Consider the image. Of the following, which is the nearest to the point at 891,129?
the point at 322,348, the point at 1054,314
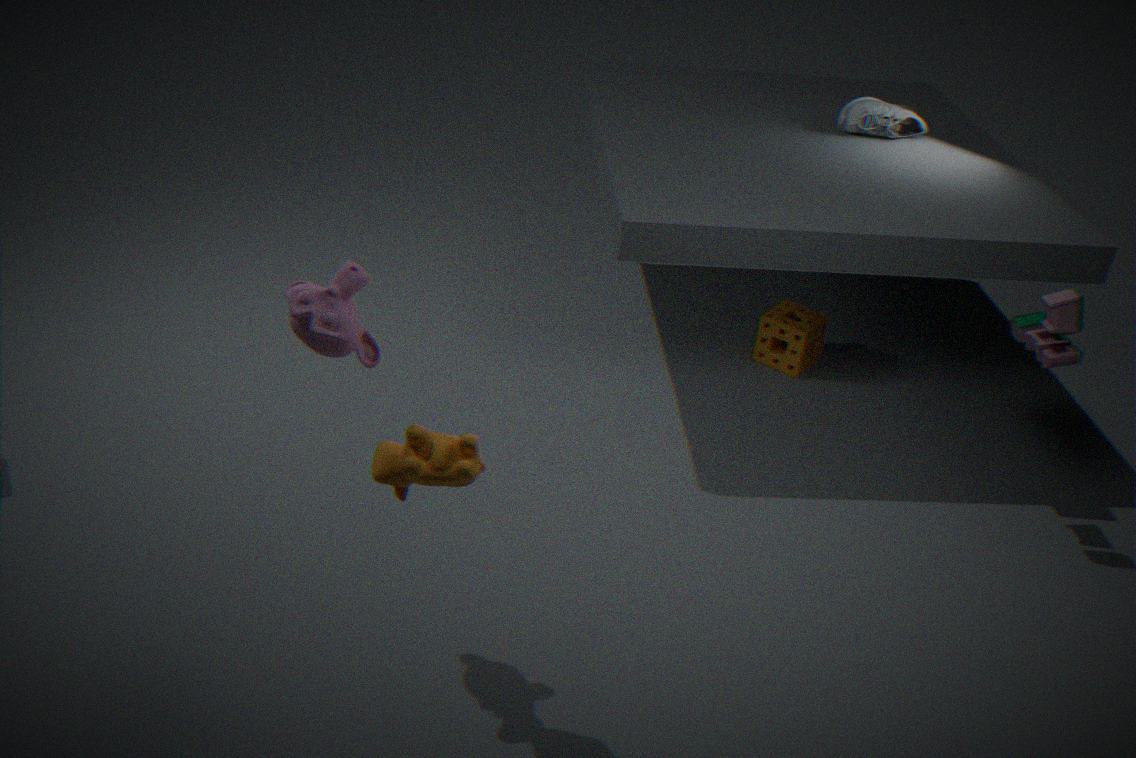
the point at 1054,314
